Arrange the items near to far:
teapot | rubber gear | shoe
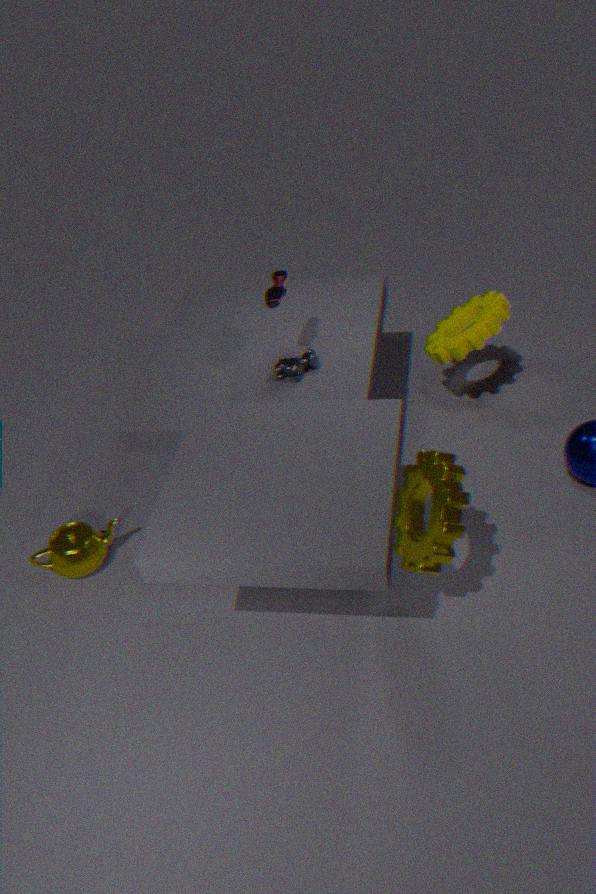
1. shoe
2. teapot
3. rubber gear
